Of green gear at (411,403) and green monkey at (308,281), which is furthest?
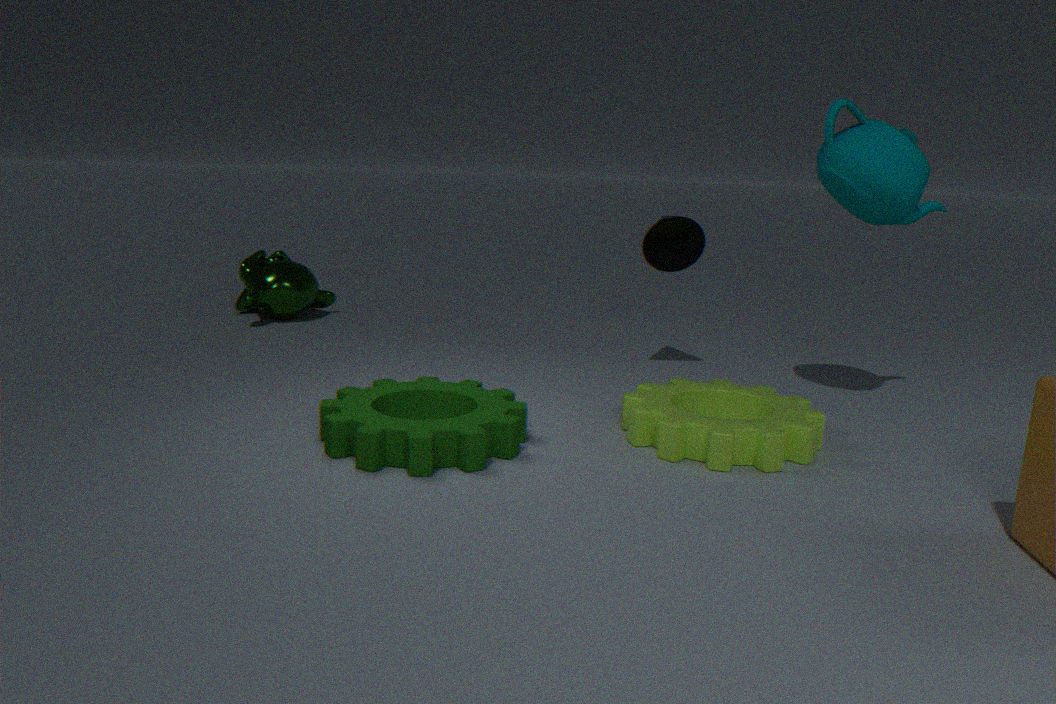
green monkey at (308,281)
